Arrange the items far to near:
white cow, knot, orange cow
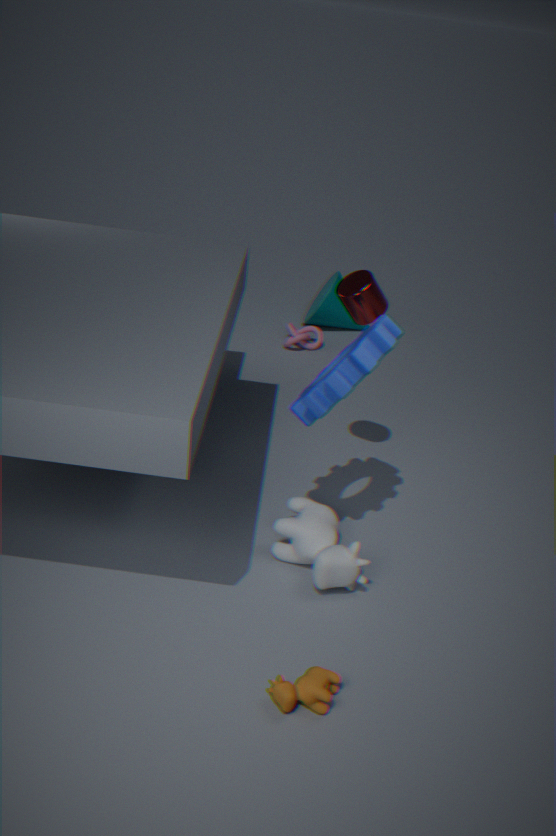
1. knot
2. white cow
3. orange cow
